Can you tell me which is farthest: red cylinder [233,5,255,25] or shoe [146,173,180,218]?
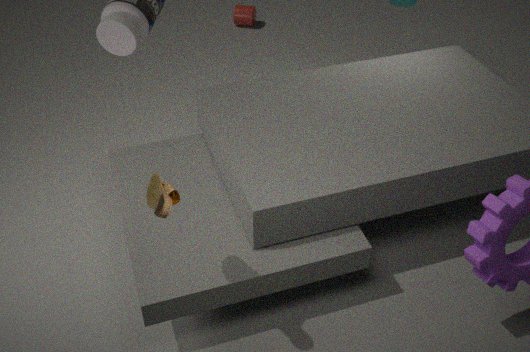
red cylinder [233,5,255,25]
